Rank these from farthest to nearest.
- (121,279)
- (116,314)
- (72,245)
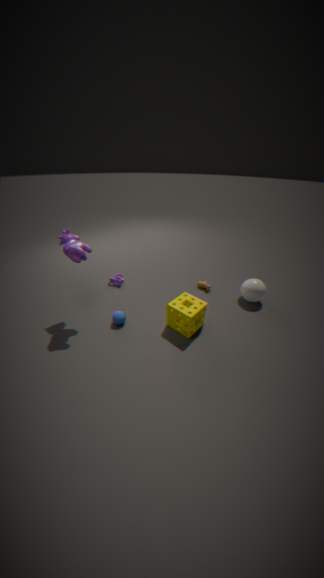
(121,279) < (116,314) < (72,245)
